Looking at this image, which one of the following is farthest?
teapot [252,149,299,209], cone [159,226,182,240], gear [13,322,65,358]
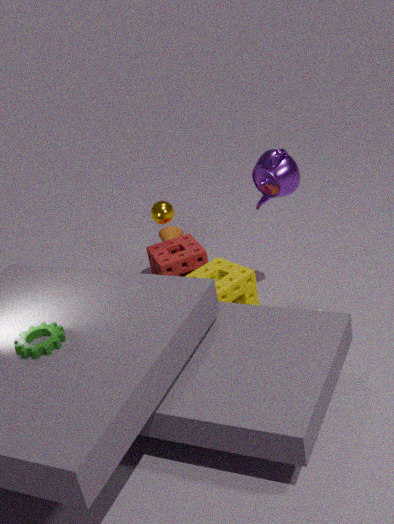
cone [159,226,182,240]
